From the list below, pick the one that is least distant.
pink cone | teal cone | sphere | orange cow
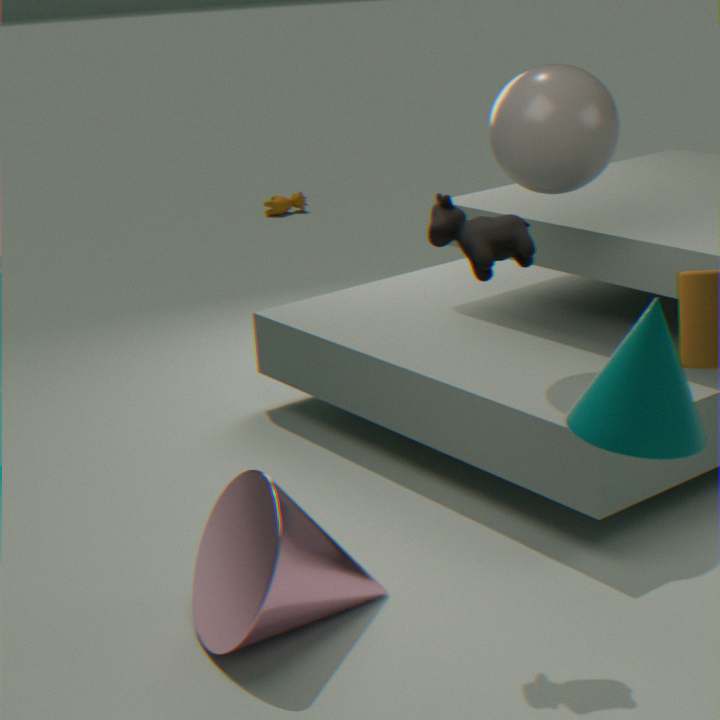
teal cone
